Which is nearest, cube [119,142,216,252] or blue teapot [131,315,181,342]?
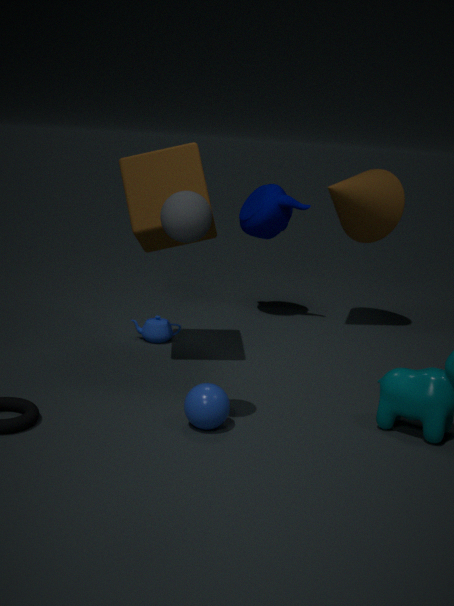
cube [119,142,216,252]
